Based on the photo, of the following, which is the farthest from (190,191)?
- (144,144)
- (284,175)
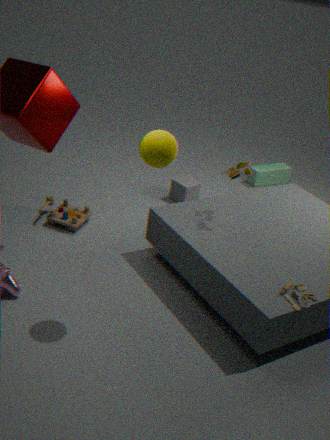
(144,144)
